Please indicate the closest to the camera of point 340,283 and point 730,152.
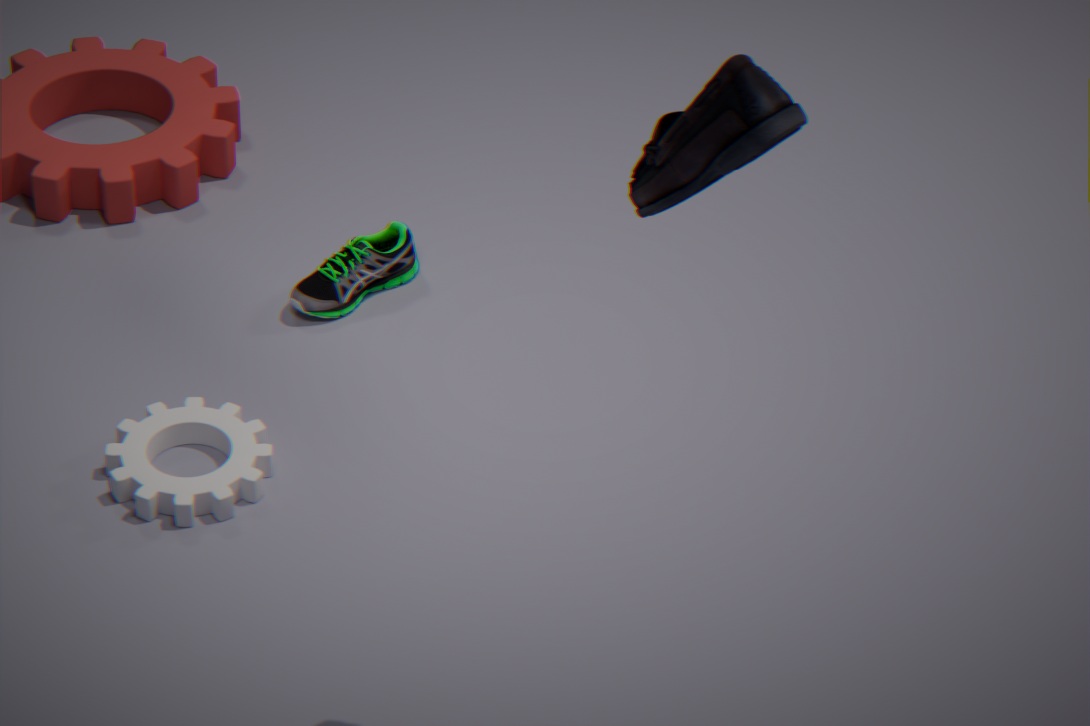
point 730,152
